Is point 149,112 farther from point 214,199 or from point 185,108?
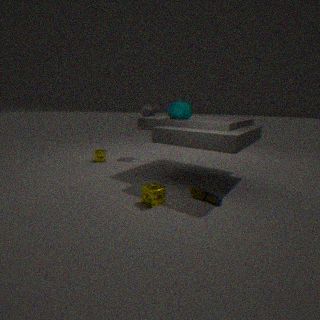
point 214,199
